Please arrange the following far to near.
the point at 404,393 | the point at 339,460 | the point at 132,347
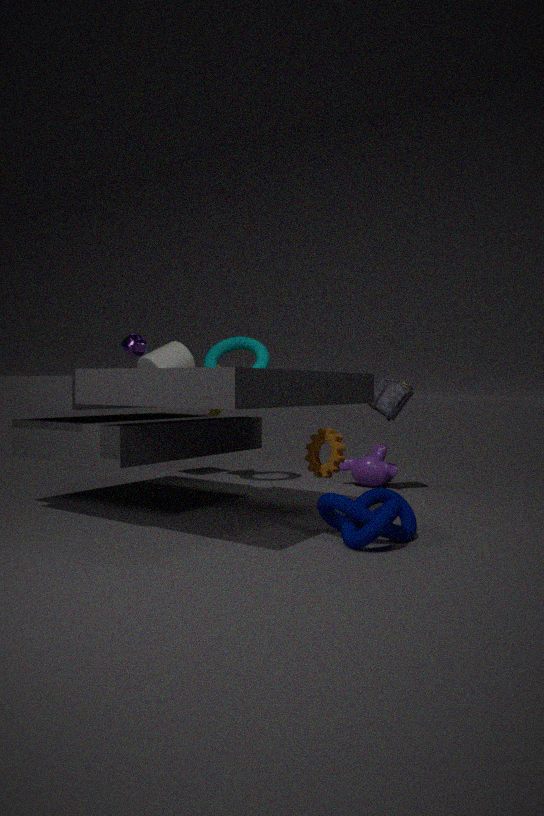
the point at 404,393
the point at 132,347
the point at 339,460
